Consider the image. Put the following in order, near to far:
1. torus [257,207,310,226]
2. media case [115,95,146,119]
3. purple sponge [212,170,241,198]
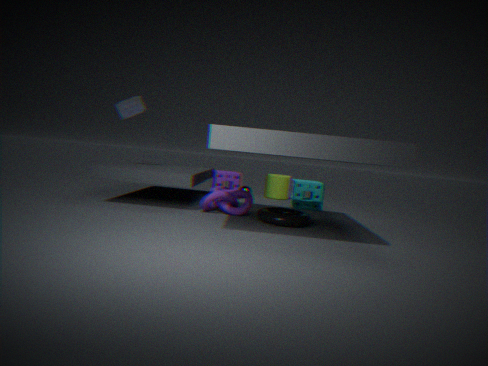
torus [257,207,310,226], media case [115,95,146,119], purple sponge [212,170,241,198]
